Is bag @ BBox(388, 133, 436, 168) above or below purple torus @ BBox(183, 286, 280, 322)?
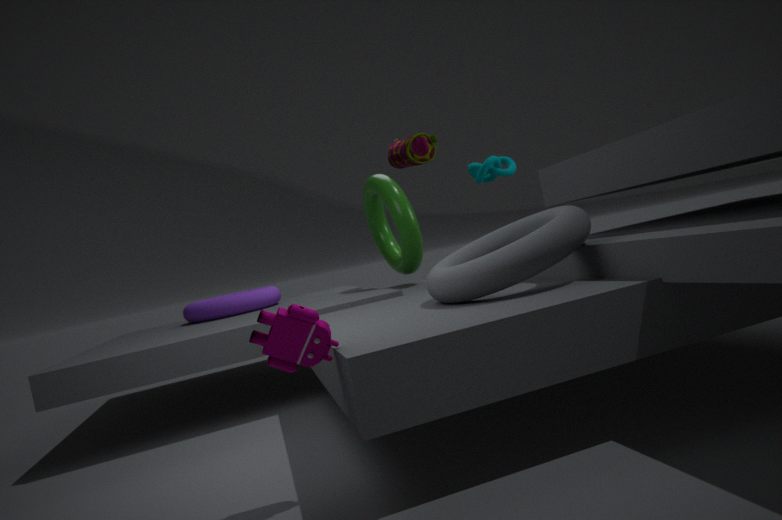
above
